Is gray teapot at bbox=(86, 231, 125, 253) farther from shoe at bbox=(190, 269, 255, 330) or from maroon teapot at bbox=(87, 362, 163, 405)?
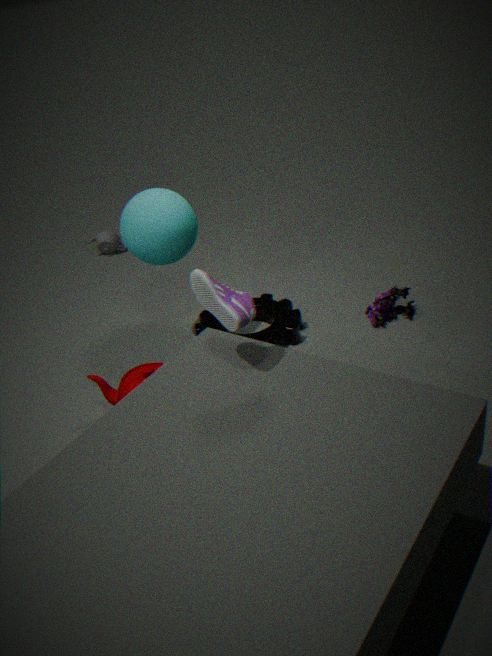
shoe at bbox=(190, 269, 255, 330)
